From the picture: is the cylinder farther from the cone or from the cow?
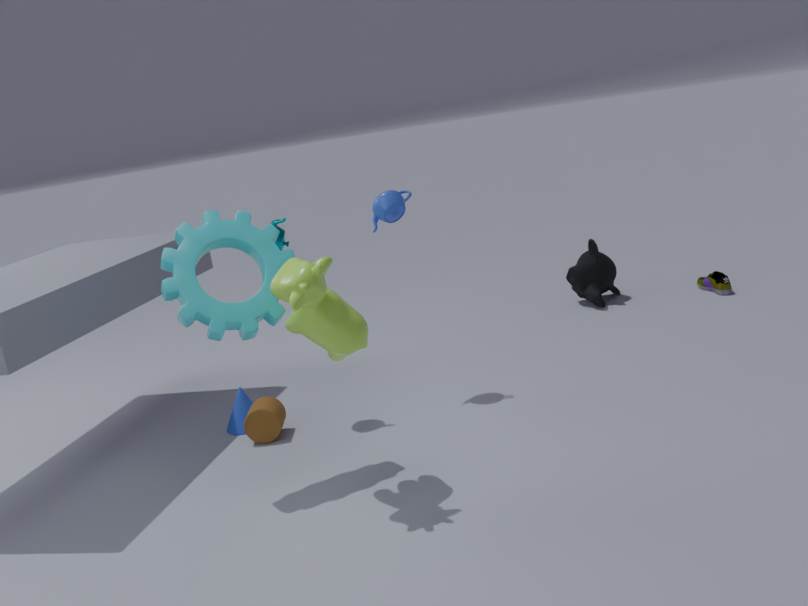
the cow
